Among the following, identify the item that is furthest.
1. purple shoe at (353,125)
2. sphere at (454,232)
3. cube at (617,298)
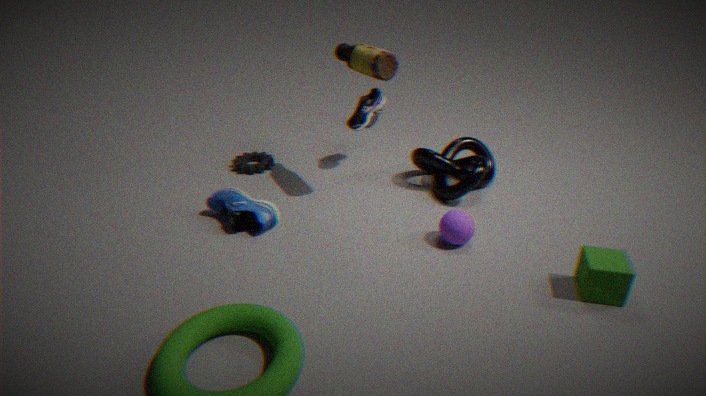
purple shoe at (353,125)
